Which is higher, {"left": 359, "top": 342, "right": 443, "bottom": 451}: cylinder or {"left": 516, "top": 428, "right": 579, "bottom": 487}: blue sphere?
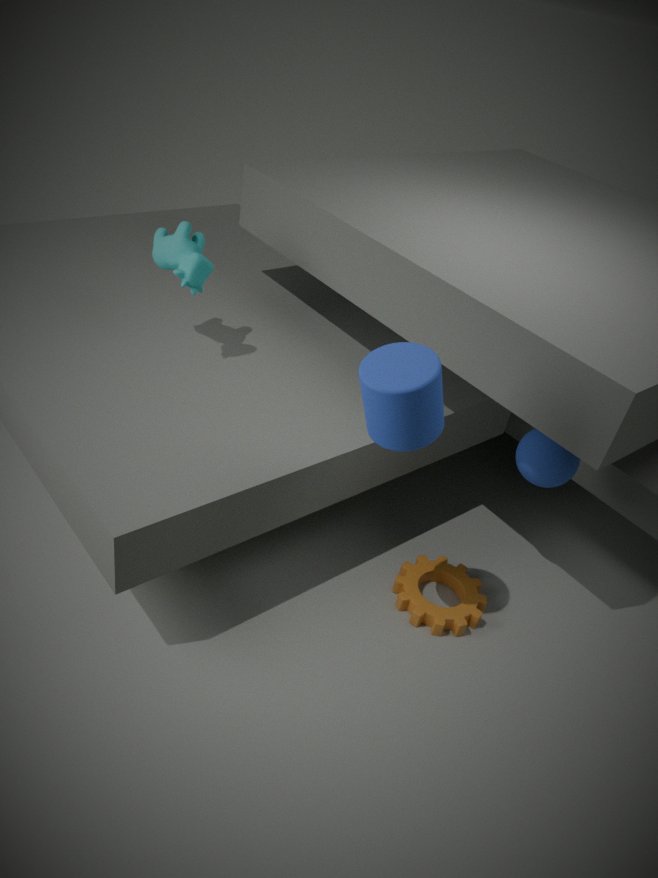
{"left": 359, "top": 342, "right": 443, "bottom": 451}: cylinder
